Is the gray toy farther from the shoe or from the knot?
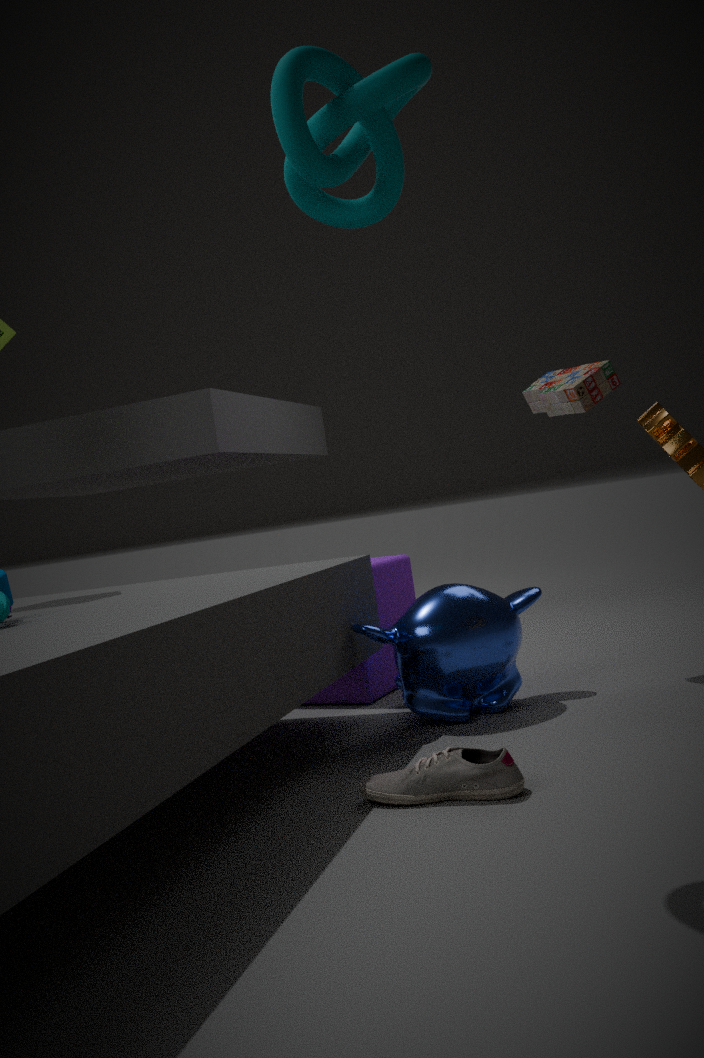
the shoe
